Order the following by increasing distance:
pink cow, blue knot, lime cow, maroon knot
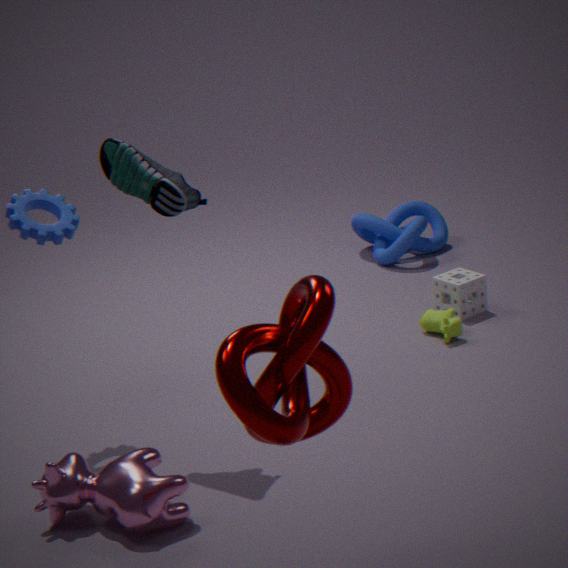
maroon knot
pink cow
lime cow
blue knot
